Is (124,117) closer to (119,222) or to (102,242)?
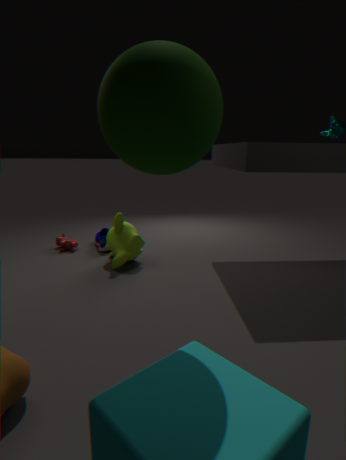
(119,222)
